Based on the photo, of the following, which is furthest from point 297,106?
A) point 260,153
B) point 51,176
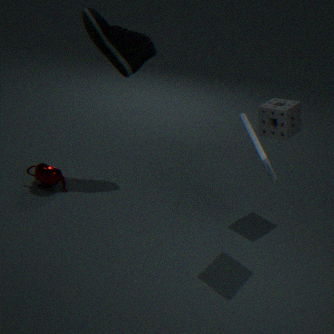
point 51,176
